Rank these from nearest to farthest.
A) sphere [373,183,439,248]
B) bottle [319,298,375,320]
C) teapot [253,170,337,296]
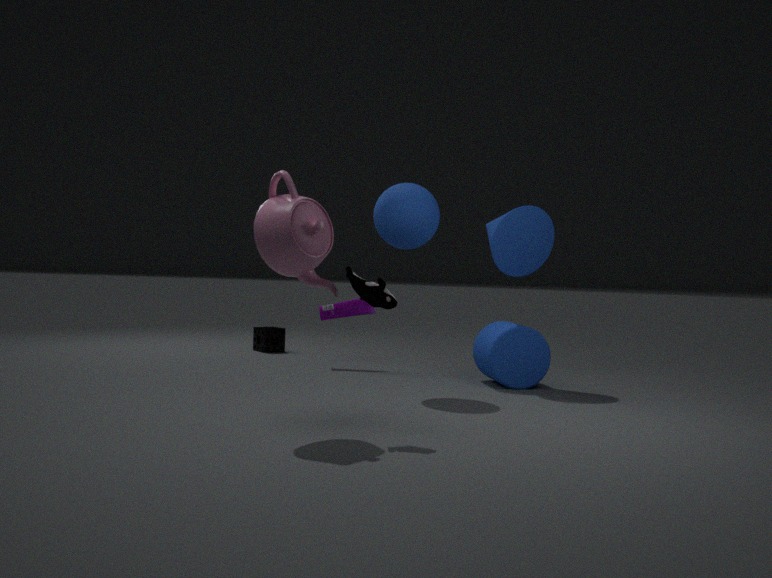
1. teapot [253,170,337,296]
2. sphere [373,183,439,248]
3. bottle [319,298,375,320]
